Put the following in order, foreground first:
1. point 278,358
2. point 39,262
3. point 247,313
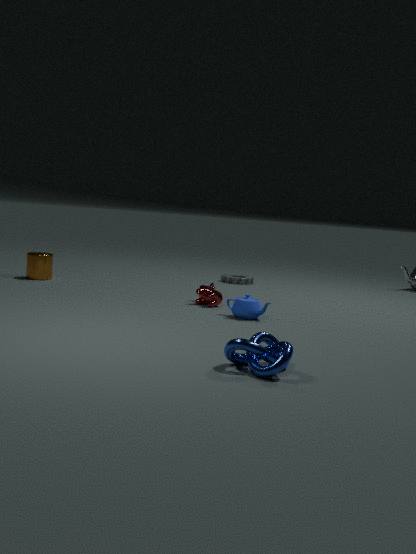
point 278,358 < point 247,313 < point 39,262
